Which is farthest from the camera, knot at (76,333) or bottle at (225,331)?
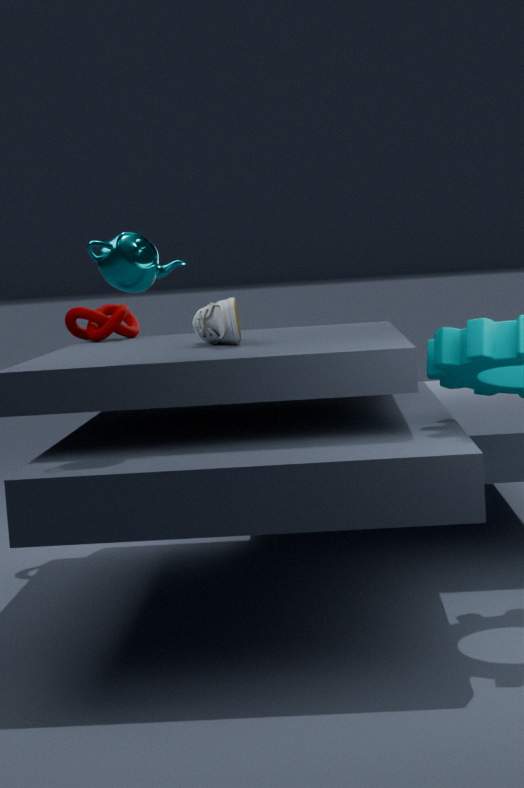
knot at (76,333)
